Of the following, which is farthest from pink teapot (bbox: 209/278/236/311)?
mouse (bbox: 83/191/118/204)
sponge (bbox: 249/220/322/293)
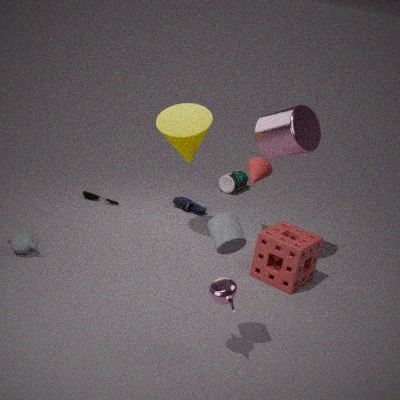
mouse (bbox: 83/191/118/204)
